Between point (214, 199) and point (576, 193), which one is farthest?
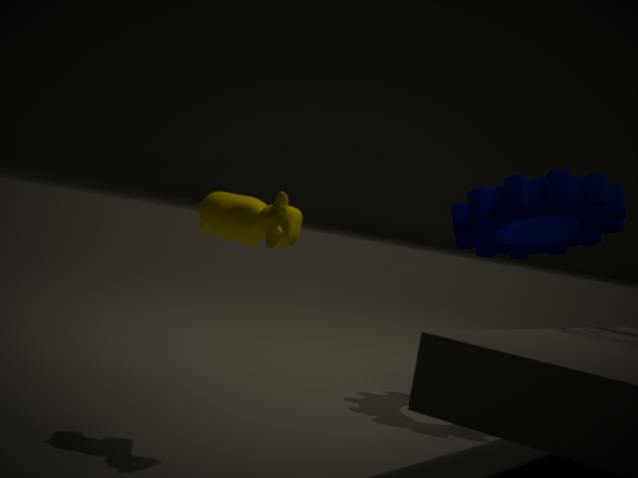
point (576, 193)
